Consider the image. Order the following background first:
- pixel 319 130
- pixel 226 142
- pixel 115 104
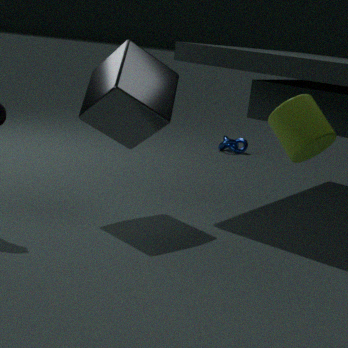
1. pixel 226 142
2. pixel 115 104
3. pixel 319 130
